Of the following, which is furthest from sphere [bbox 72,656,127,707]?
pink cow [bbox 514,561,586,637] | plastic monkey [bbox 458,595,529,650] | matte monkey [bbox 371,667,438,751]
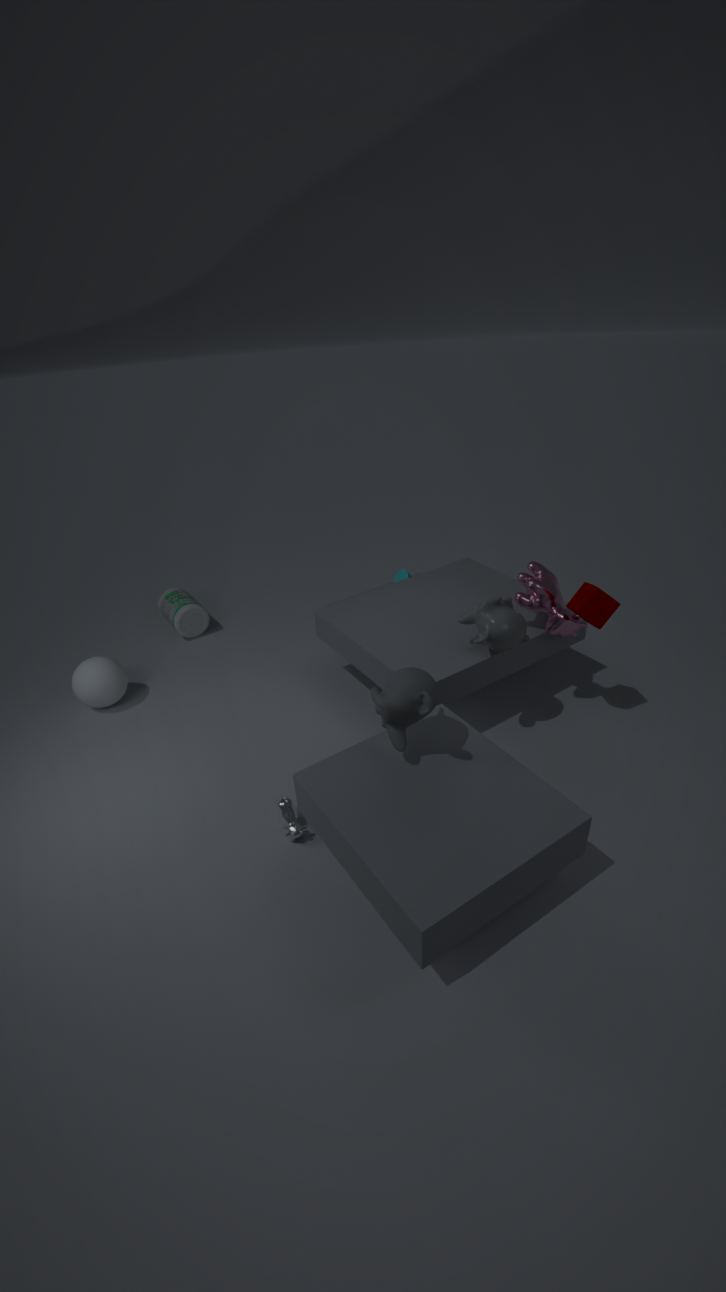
pink cow [bbox 514,561,586,637]
